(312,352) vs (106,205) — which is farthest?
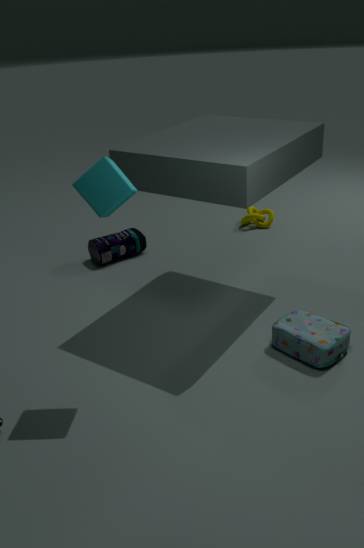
(312,352)
